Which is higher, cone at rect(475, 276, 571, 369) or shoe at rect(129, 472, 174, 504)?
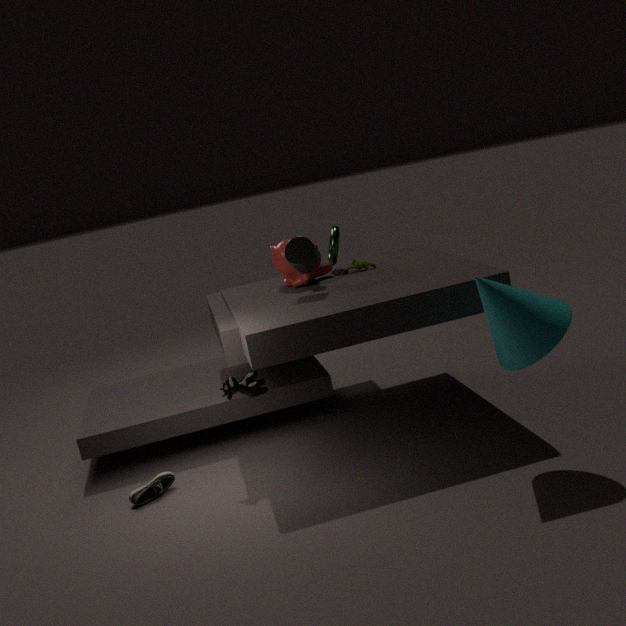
cone at rect(475, 276, 571, 369)
